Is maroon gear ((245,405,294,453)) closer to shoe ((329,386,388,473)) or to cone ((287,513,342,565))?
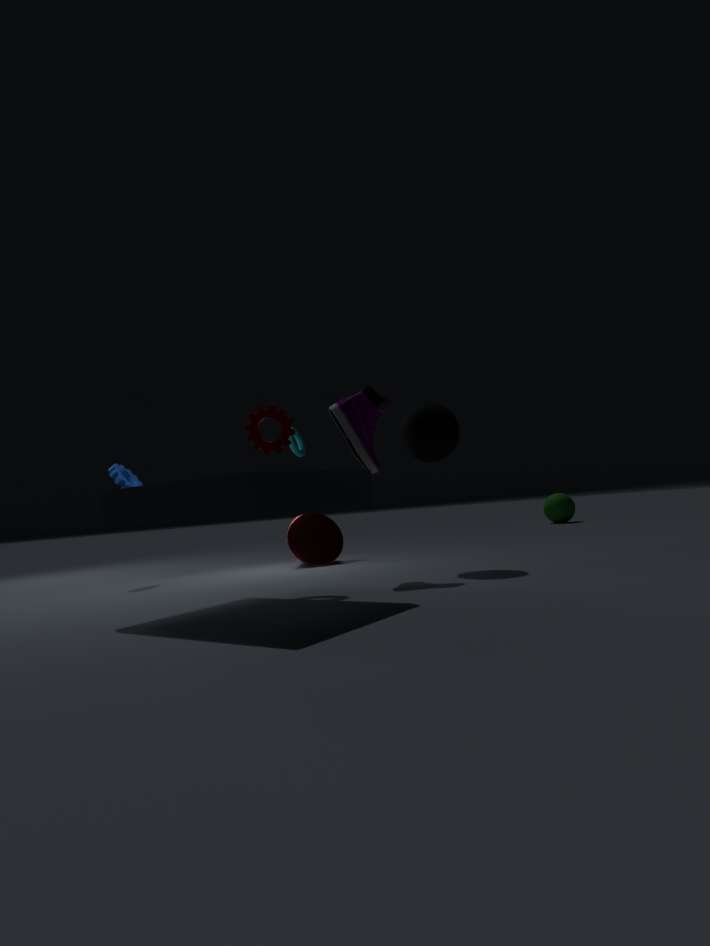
shoe ((329,386,388,473))
